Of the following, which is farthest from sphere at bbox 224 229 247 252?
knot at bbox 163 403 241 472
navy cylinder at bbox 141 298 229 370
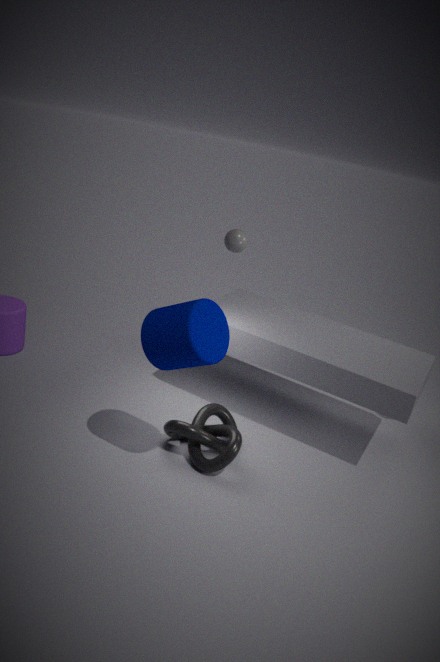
knot at bbox 163 403 241 472
